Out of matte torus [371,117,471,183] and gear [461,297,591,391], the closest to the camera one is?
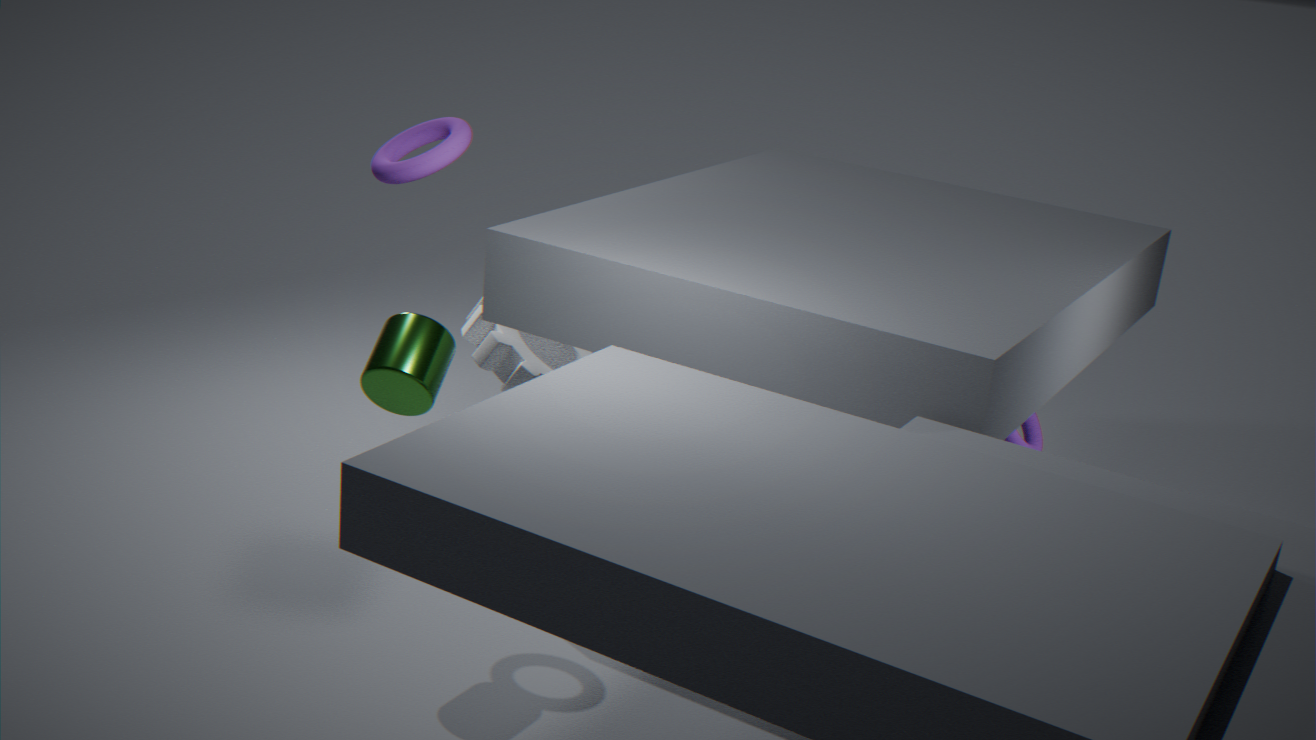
matte torus [371,117,471,183]
